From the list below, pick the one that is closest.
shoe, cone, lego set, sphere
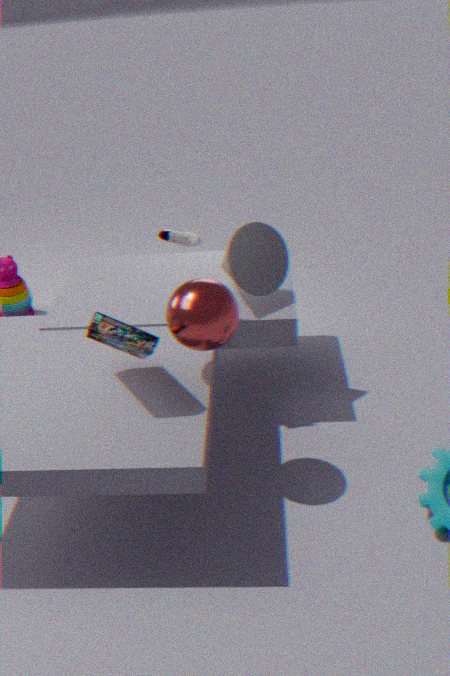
lego set
